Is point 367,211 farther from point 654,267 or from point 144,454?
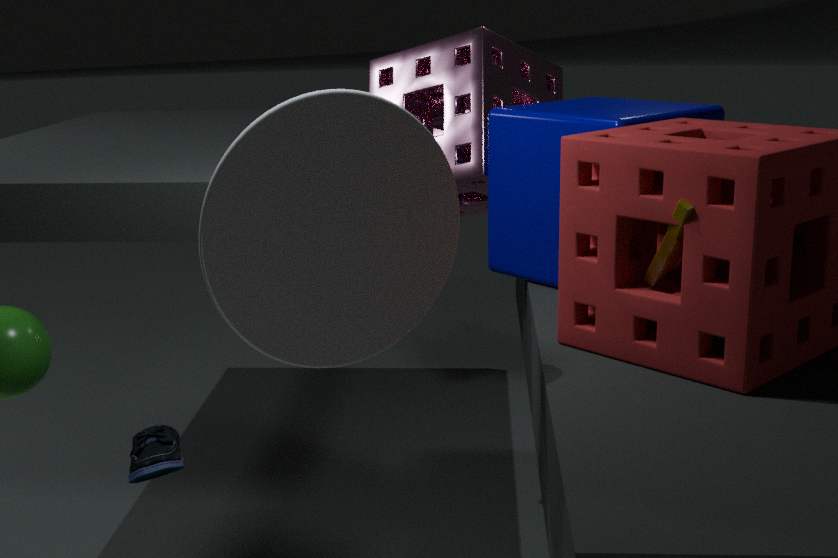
point 654,267
